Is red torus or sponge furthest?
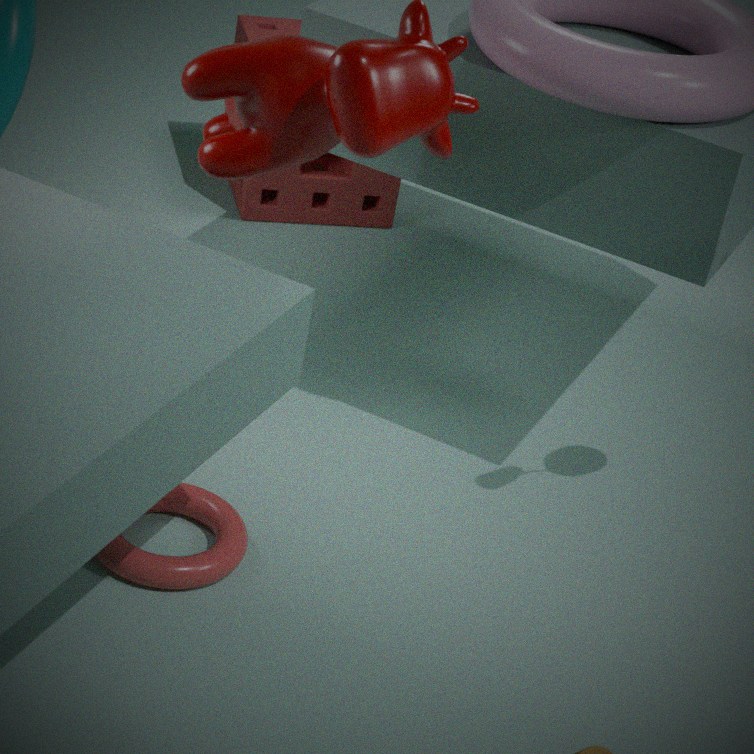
sponge
